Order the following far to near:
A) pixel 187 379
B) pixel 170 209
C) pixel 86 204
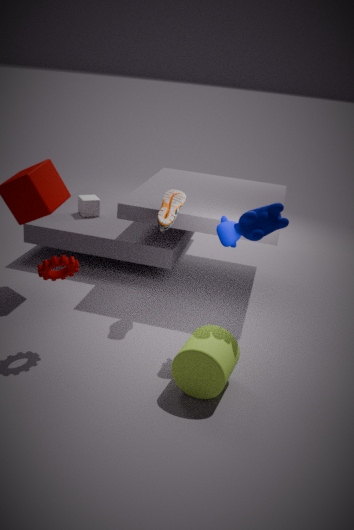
1. pixel 86 204
2. pixel 170 209
3. pixel 187 379
